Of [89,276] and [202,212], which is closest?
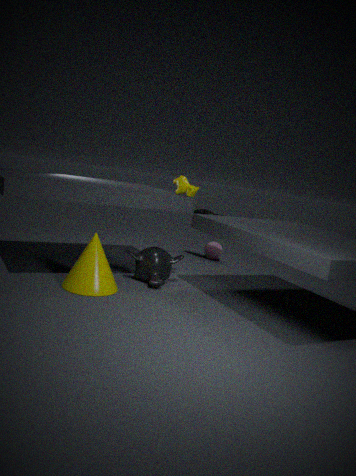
[89,276]
